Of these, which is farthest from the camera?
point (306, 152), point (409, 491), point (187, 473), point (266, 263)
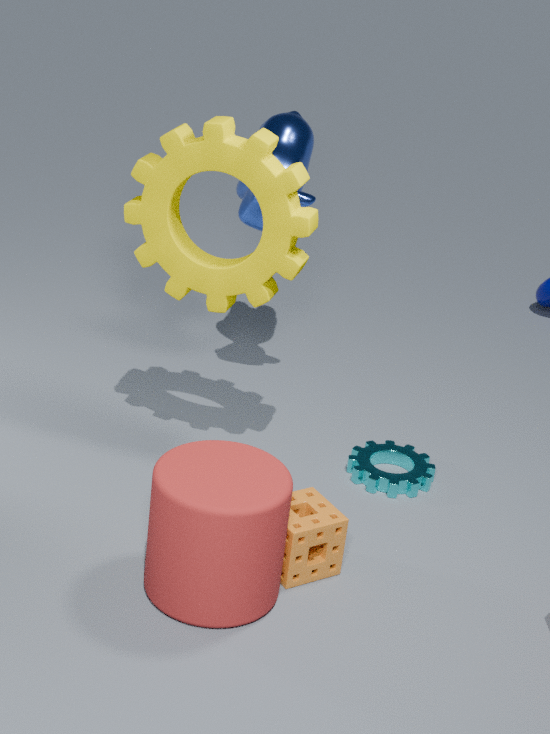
point (306, 152)
